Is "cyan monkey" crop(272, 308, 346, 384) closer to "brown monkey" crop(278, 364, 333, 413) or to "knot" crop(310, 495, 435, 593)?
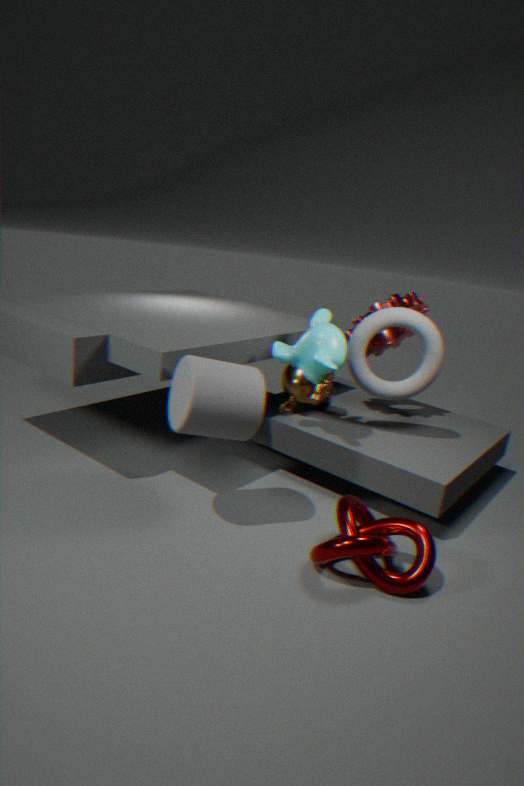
"brown monkey" crop(278, 364, 333, 413)
